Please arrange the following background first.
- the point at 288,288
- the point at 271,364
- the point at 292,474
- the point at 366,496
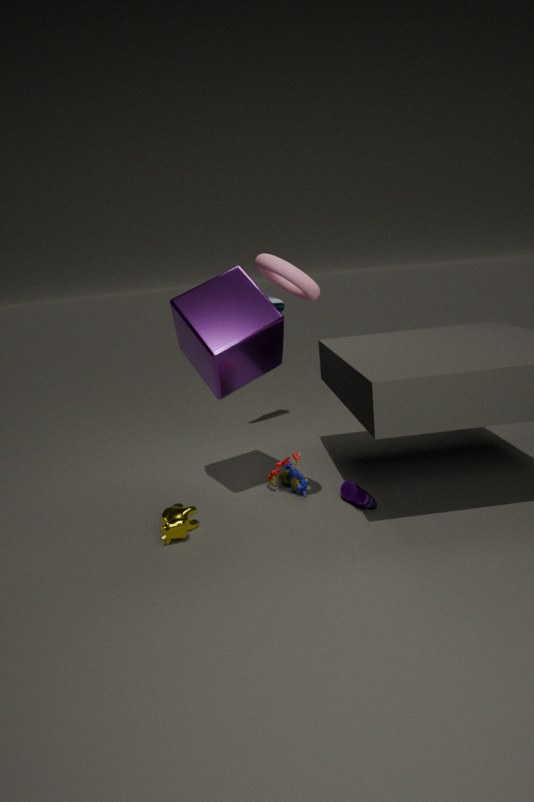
the point at 292,474 < the point at 271,364 < the point at 366,496 < the point at 288,288
